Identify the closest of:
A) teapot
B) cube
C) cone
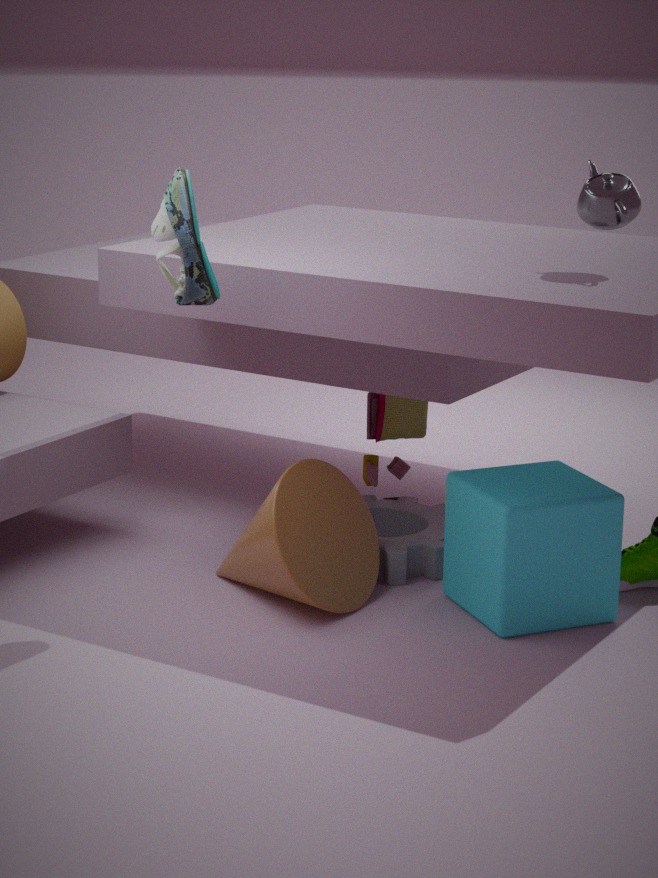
teapot
